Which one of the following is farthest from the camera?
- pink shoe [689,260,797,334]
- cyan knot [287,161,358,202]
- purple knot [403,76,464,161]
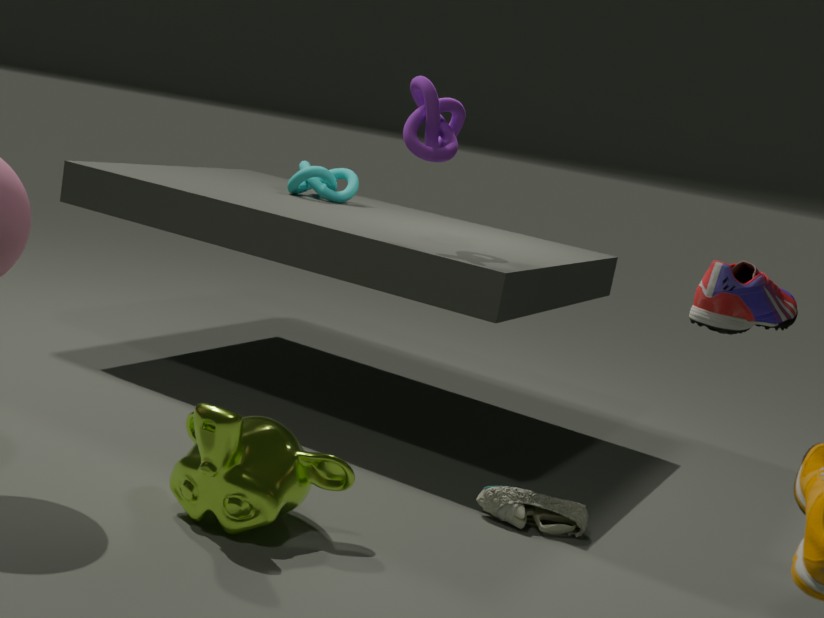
cyan knot [287,161,358,202]
